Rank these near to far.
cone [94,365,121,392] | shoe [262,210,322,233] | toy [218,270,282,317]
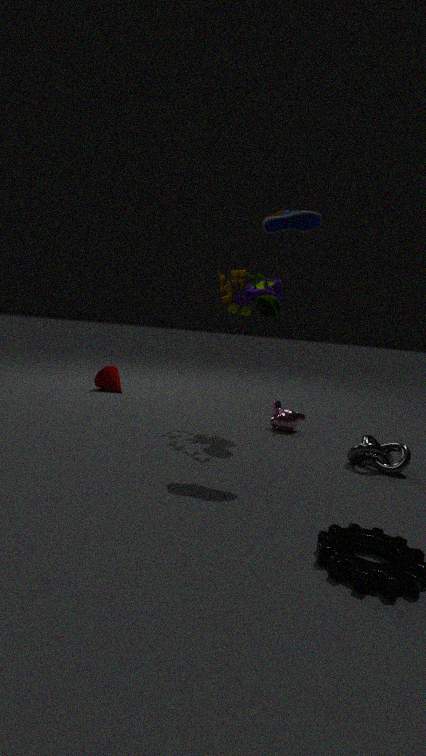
1. shoe [262,210,322,233]
2. toy [218,270,282,317]
3. cone [94,365,121,392]
